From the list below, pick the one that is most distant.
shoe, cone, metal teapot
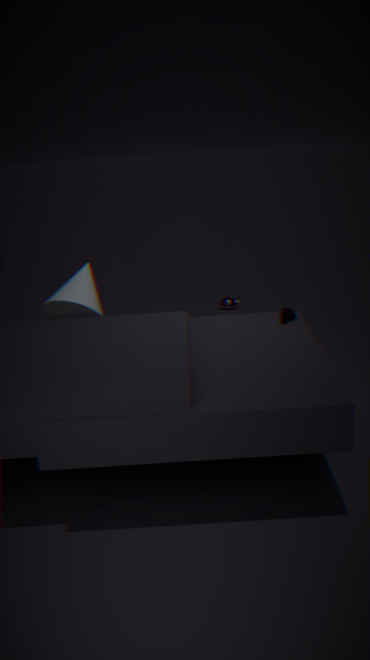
metal teapot
